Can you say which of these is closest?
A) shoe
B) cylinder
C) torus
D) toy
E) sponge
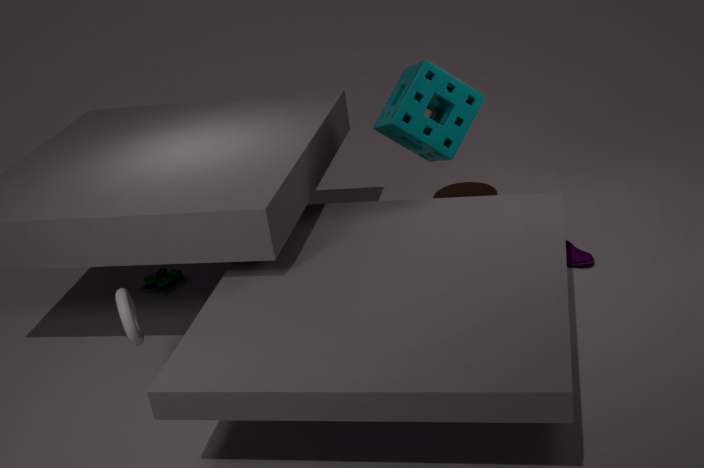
torus
